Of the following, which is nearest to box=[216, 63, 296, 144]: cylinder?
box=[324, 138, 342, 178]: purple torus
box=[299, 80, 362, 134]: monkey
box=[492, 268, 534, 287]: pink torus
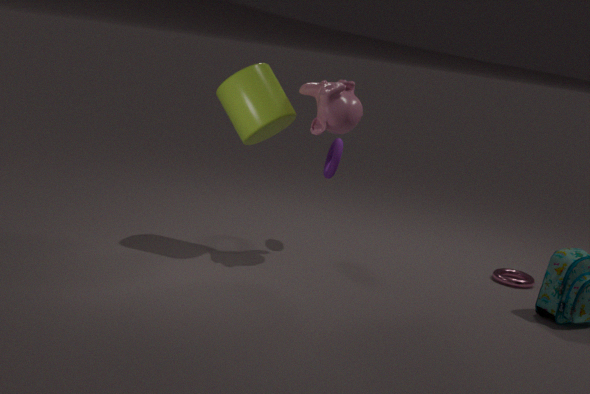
box=[299, 80, 362, 134]: monkey
